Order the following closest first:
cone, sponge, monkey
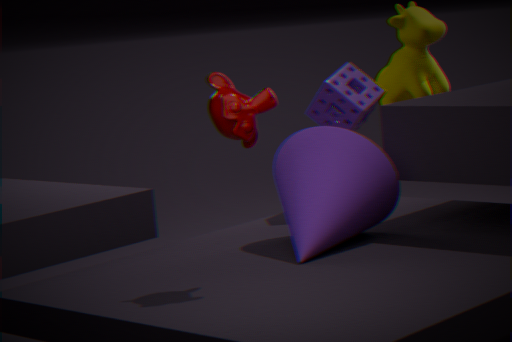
monkey, cone, sponge
